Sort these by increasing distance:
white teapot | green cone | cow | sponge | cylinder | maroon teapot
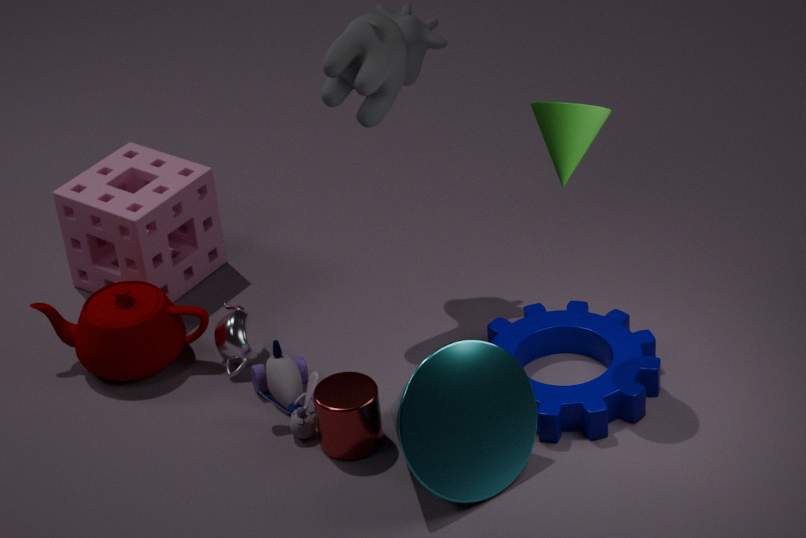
green cone, cylinder, cow, maroon teapot, white teapot, sponge
